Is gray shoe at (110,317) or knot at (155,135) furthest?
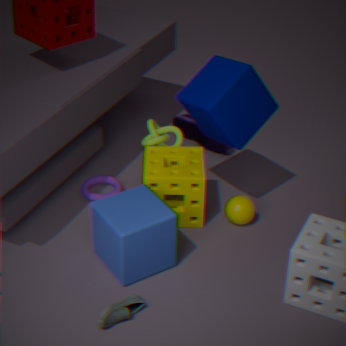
knot at (155,135)
